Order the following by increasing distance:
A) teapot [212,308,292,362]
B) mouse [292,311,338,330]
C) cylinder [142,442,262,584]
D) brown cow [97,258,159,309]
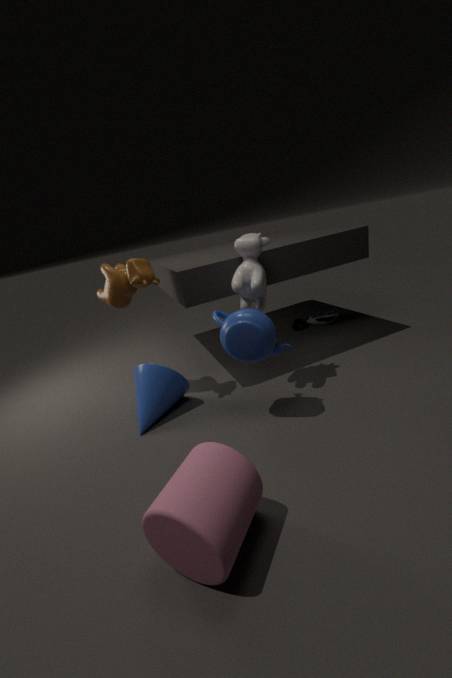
cylinder [142,442,262,584] → teapot [212,308,292,362] → brown cow [97,258,159,309] → mouse [292,311,338,330]
